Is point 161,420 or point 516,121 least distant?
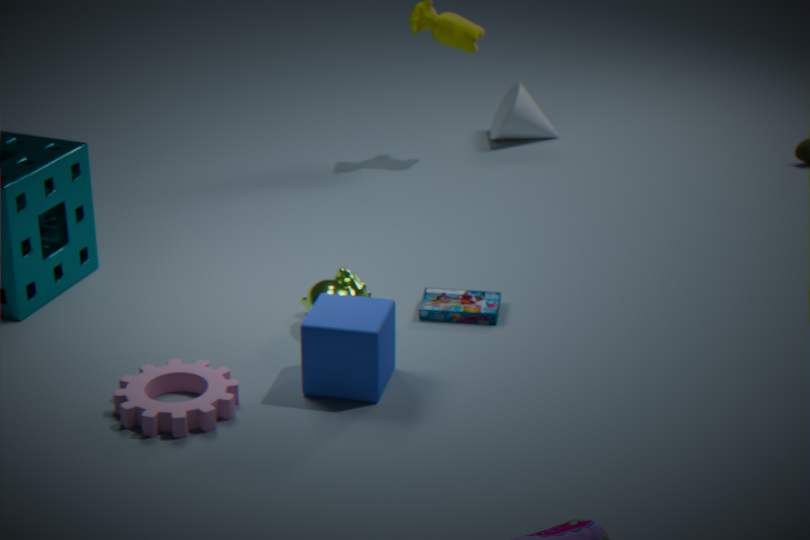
point 161,420
